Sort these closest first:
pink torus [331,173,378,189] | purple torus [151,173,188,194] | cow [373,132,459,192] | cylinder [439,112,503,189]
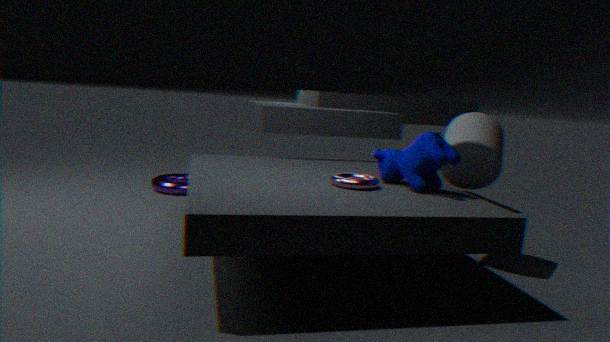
cow [373,132,459,192] < pink torus [331,173,378,189] < cylinder [439,112,503,189] < purple torus [151,173,188,194]
